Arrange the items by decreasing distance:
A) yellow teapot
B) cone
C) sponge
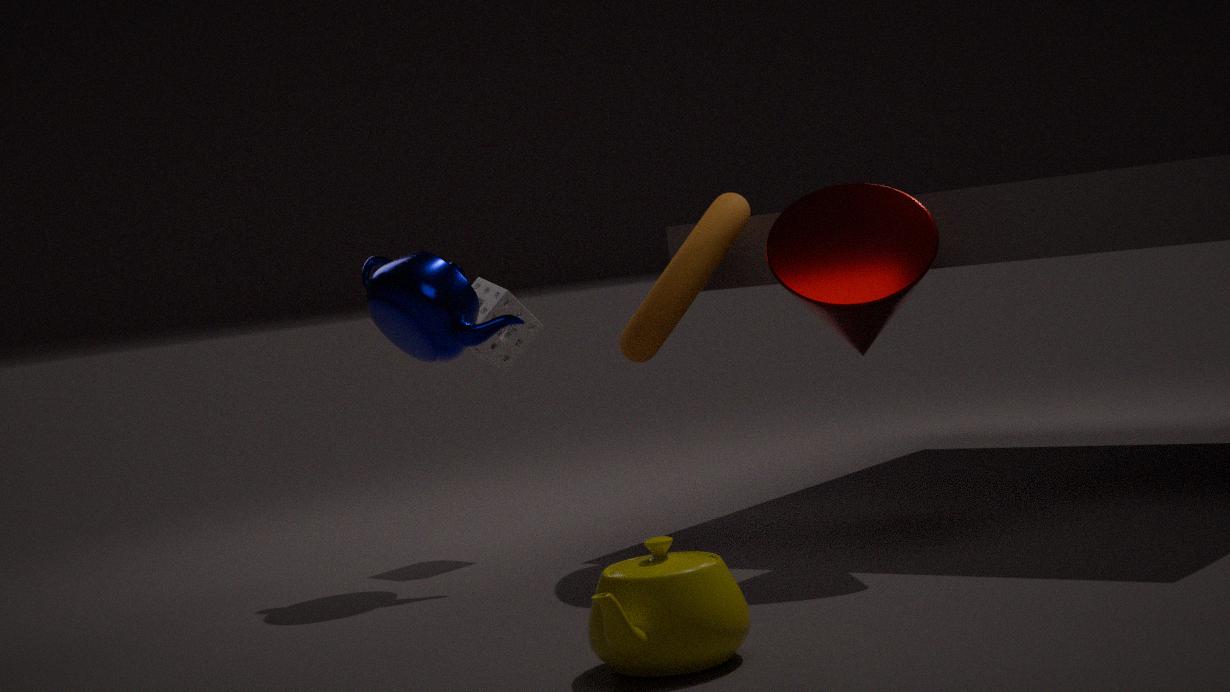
→ sponge → cone → yellow teapot
